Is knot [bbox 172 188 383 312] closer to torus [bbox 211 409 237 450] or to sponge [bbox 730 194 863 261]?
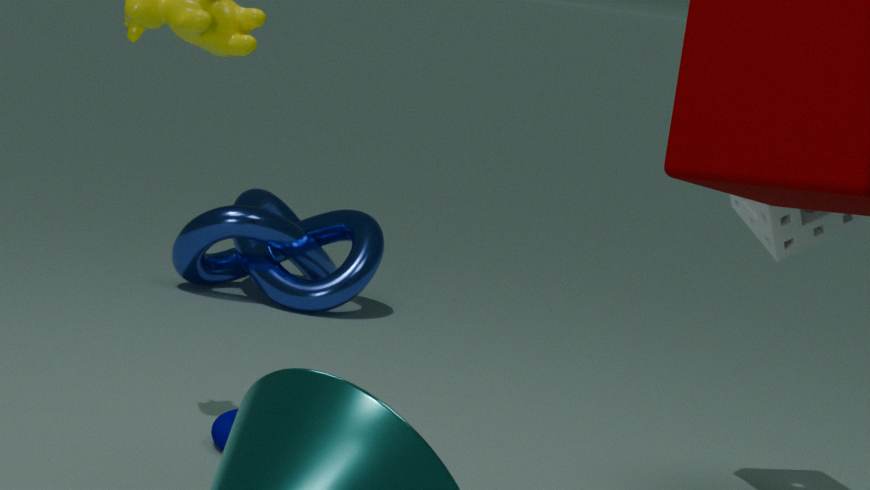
torus [bbox 211 409 237 450]
